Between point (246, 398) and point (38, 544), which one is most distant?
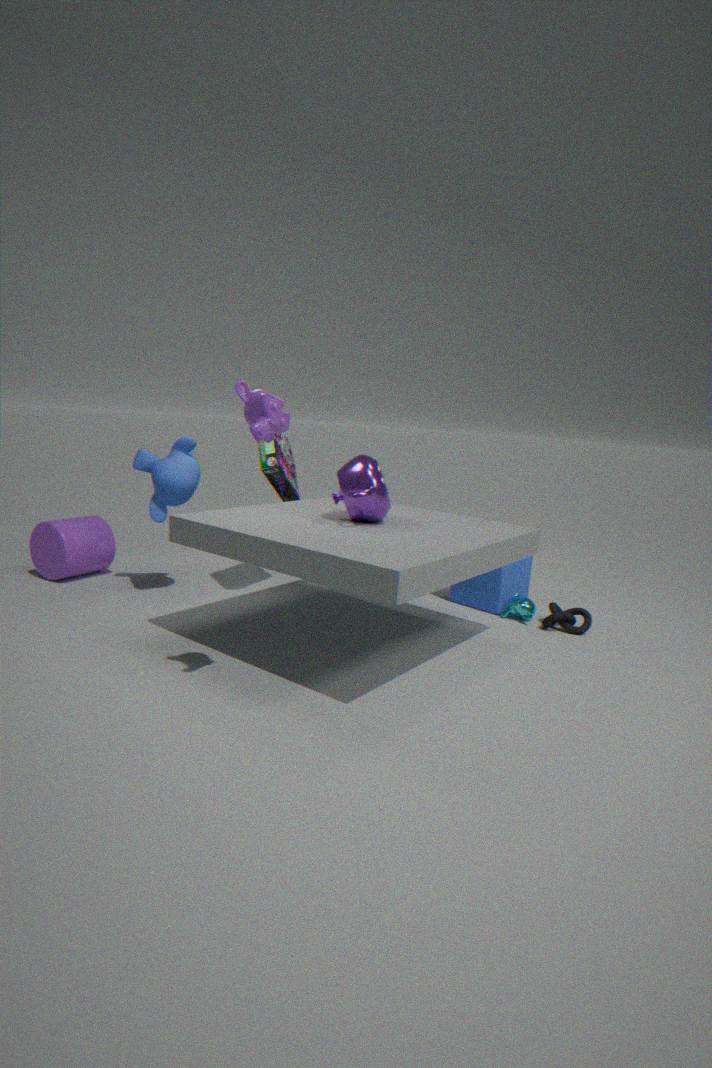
point (38, 544)
